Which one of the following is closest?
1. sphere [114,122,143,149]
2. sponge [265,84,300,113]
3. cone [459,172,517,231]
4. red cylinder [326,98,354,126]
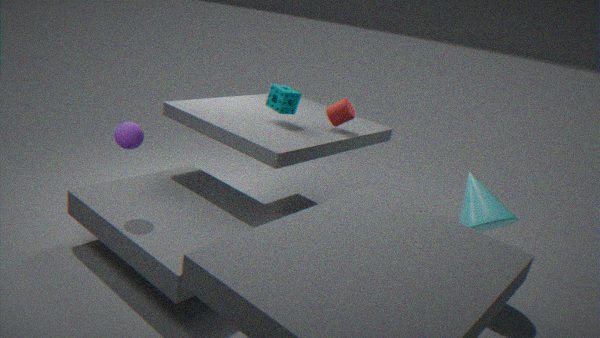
sphere [114,122,143,149]
